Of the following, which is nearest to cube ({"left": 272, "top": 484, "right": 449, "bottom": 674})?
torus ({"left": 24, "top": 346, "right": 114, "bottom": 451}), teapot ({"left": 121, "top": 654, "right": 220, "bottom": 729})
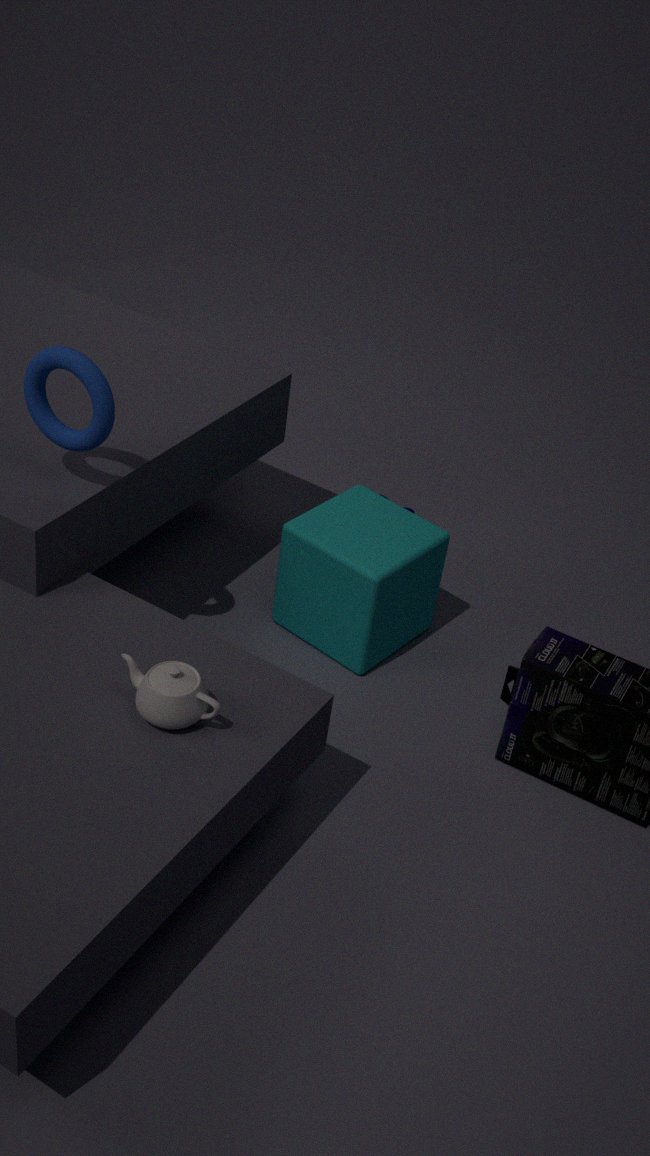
torus ({"left": 24, "top": 346, "right": 114, "bottom": 451})
